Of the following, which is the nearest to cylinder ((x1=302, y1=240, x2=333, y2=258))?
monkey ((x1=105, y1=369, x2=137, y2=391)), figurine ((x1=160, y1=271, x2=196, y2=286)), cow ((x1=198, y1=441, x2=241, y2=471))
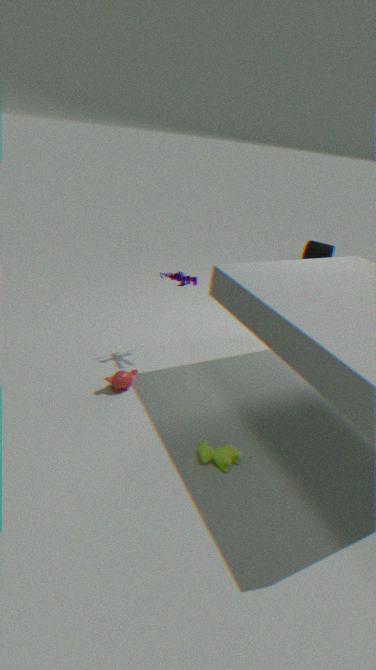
figurine ((x1=160, y1=271, x2=196, y2=286))
